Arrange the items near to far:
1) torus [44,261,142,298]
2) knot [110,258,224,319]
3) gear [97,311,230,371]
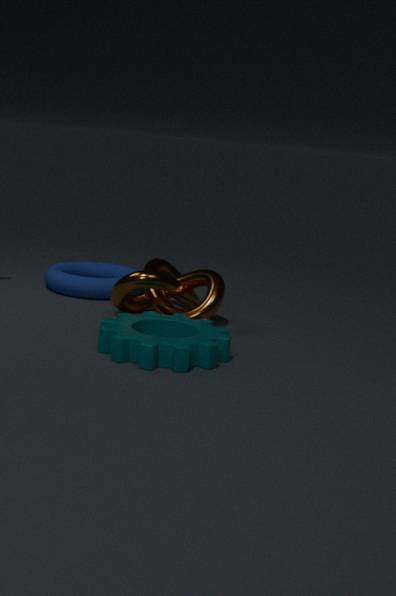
1. 3. gear [97,311,230,371]
2. 2. knot [110,258,224,319]
3. 1. torus [44,261,142,298]
